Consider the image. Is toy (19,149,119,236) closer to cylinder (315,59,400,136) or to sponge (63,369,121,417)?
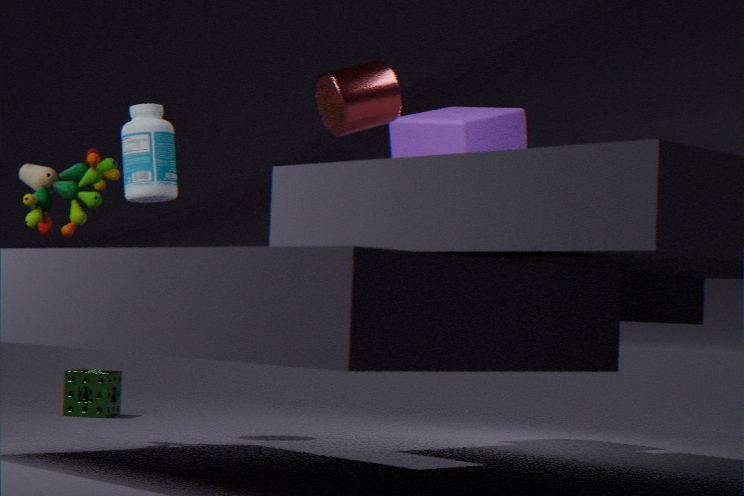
cylinder (315,59,400,136)
